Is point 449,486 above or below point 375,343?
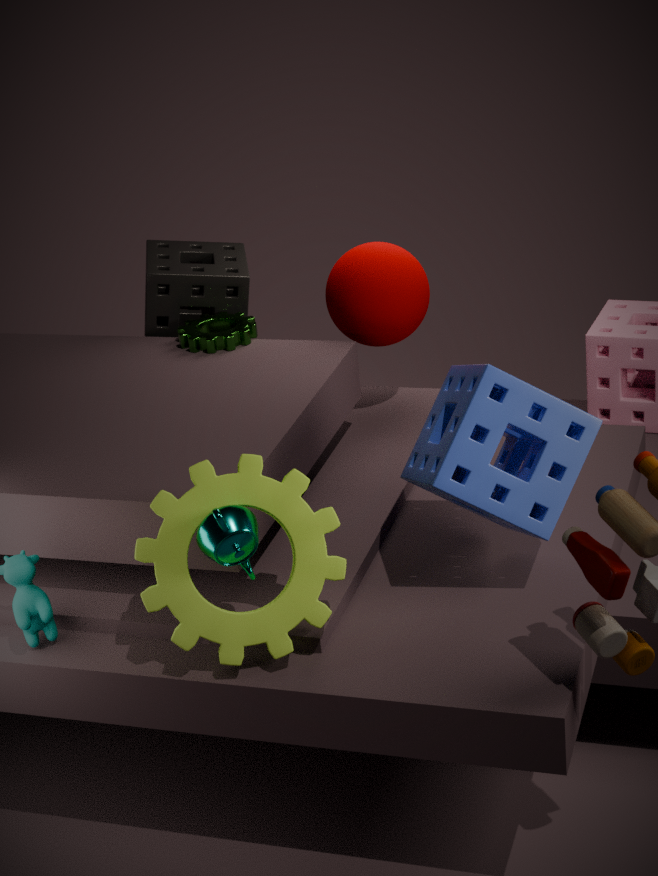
below
